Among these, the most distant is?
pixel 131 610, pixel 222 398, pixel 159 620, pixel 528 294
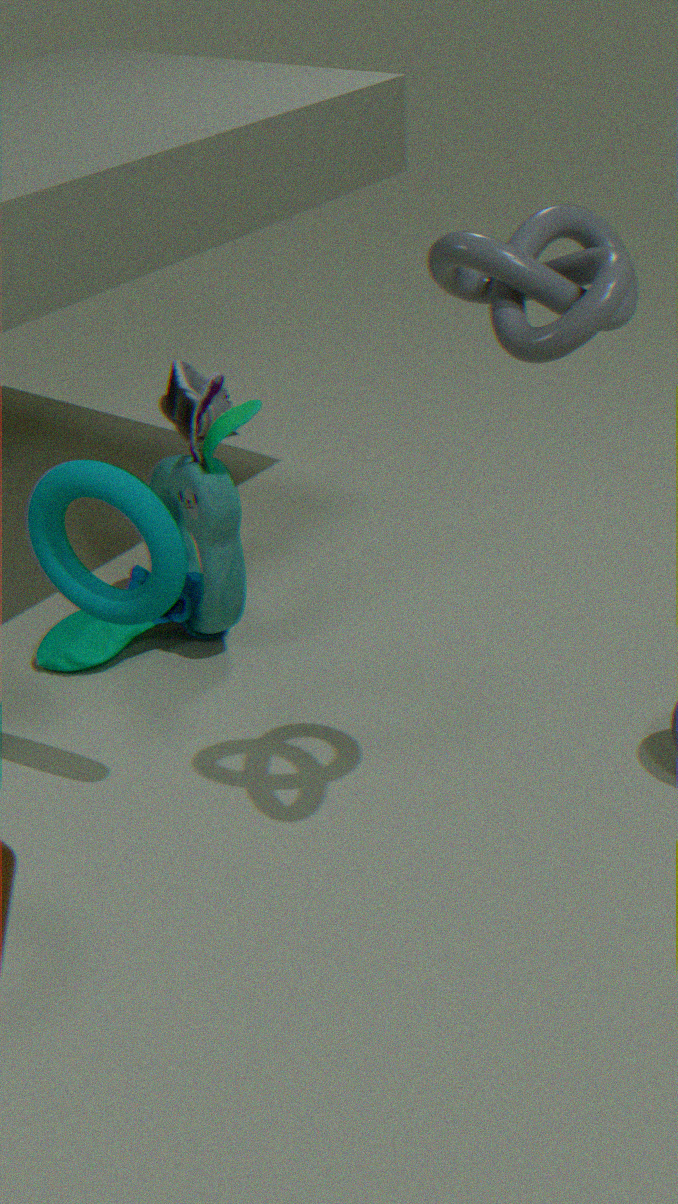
pixel 222 398
